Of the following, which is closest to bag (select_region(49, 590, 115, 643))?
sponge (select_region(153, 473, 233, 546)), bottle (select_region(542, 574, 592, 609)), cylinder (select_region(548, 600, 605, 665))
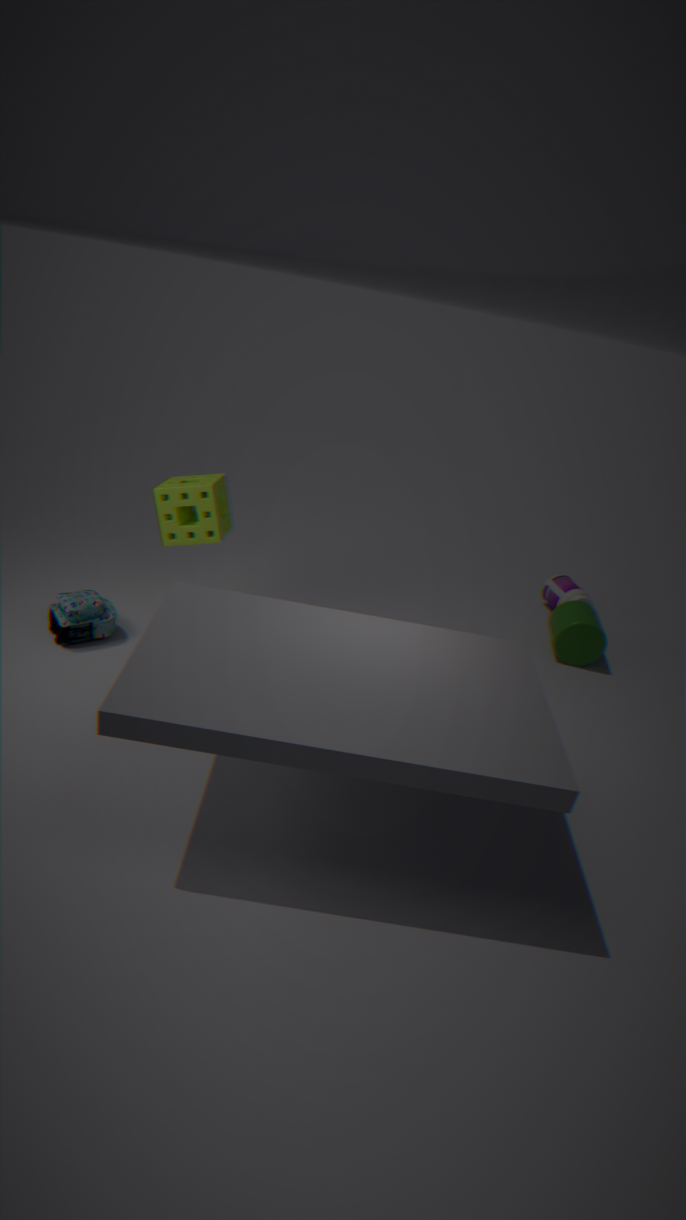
sponge (select_region(153, 473, 233, 546))
